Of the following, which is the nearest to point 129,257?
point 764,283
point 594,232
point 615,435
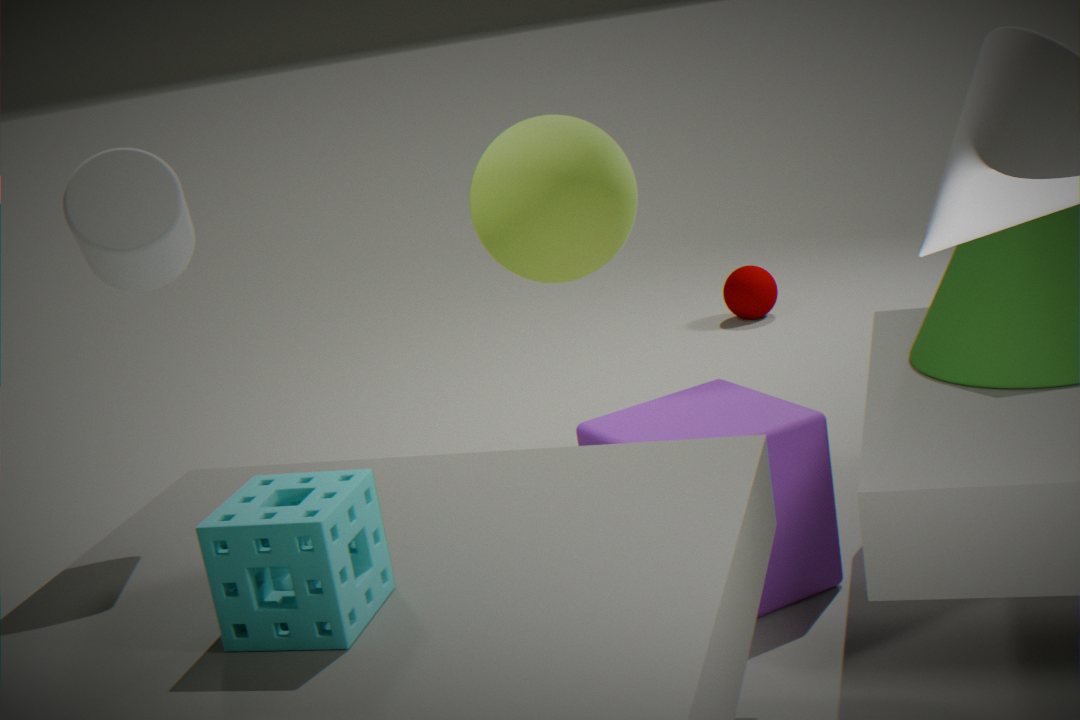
point 594,232
